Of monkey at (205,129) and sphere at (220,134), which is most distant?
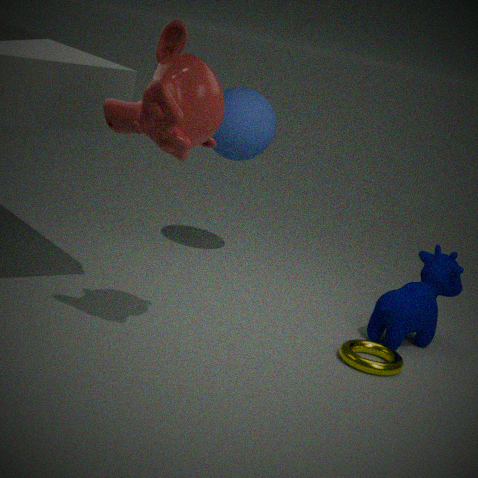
sphere at (220,134)
